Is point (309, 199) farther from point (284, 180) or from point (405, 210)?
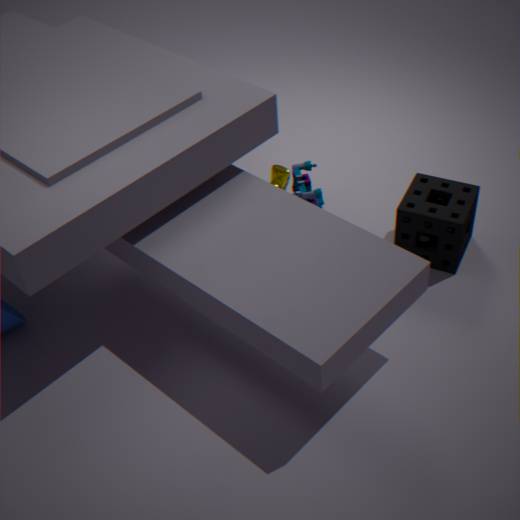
point (405, 210)
